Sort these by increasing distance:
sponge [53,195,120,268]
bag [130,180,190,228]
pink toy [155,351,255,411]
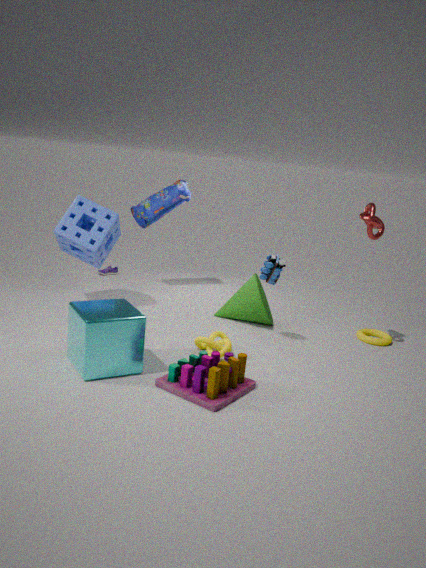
pink toy [155,351,255,411]
sponge [53,195,120,268]
bag [130,180,190,228]
